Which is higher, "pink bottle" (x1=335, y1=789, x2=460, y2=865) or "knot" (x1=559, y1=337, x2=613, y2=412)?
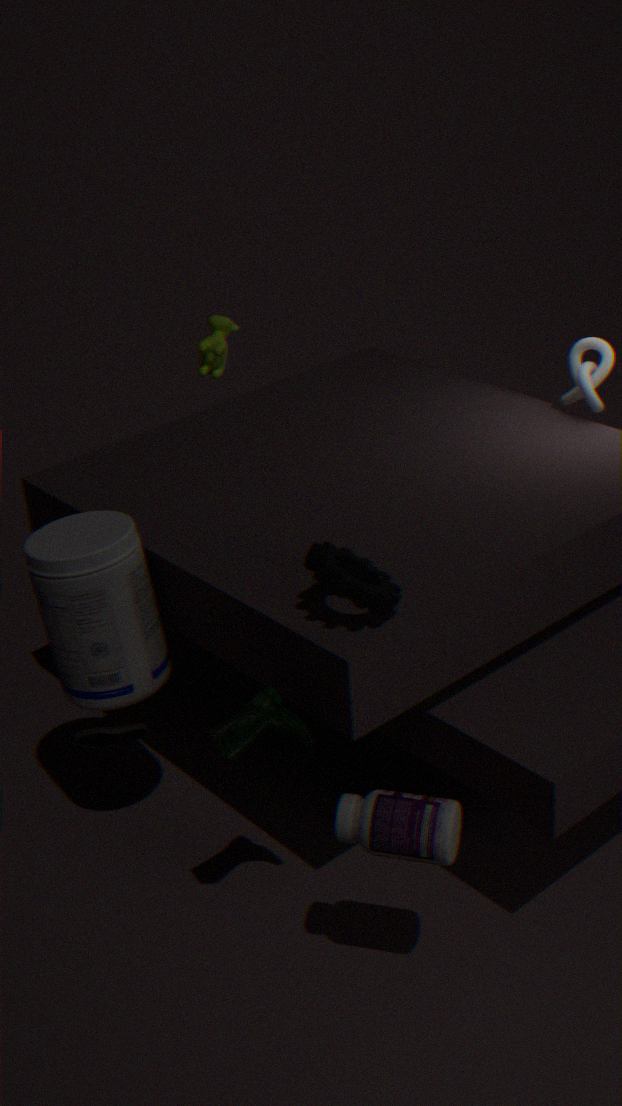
"knot" (x1=559, y1=337, x2=613, y2=412)
